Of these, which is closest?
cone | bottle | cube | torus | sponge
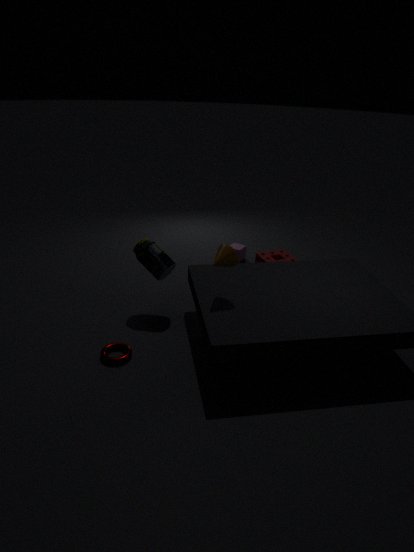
torus
